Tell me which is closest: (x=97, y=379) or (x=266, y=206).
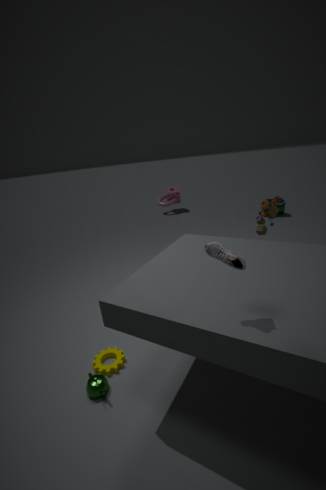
(x=97, y=379)
